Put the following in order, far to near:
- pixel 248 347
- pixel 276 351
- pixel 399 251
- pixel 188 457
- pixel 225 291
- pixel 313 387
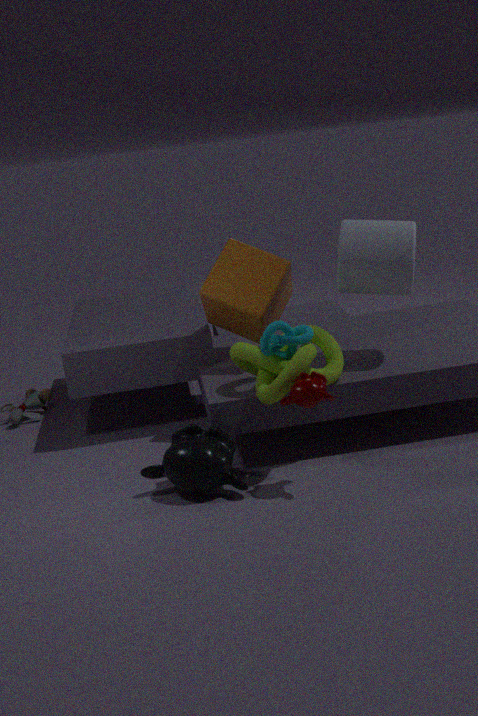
pixel 225 291, pixel 399 251, pixel 248 347, pixel 276 351, pixel 188 457, pixel 313 387
